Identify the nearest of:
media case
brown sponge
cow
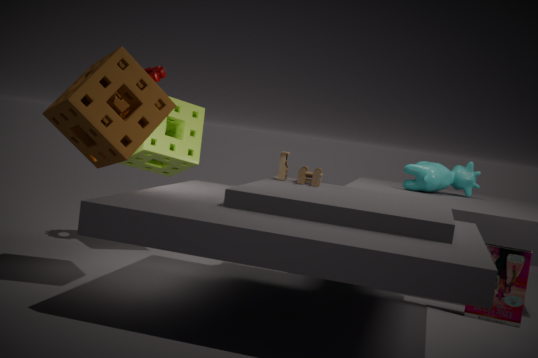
brown sponge
